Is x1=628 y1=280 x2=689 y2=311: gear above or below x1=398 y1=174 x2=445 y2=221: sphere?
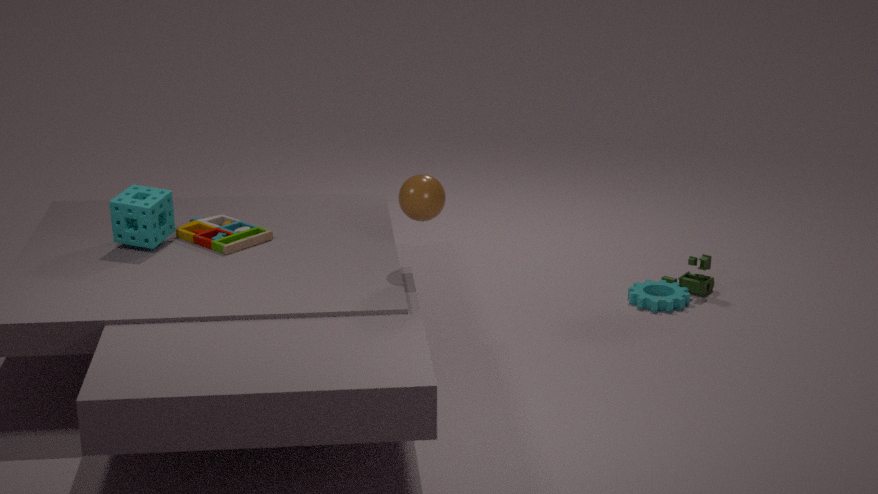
below
